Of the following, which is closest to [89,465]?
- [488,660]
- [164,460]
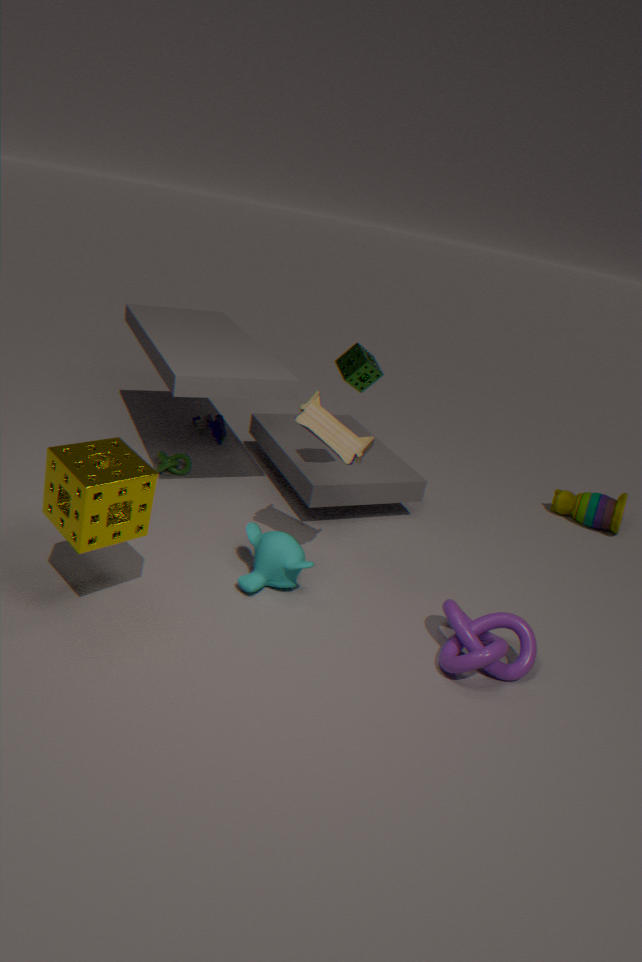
[164,460]
